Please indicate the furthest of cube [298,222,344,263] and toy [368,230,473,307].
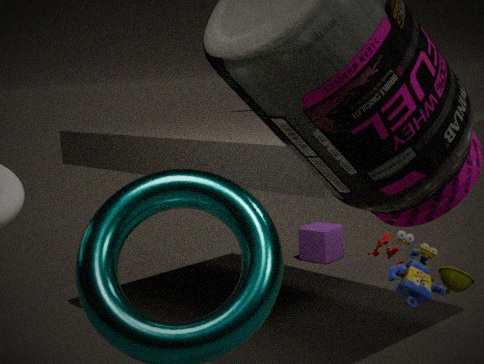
cube [298,222,344,263]
